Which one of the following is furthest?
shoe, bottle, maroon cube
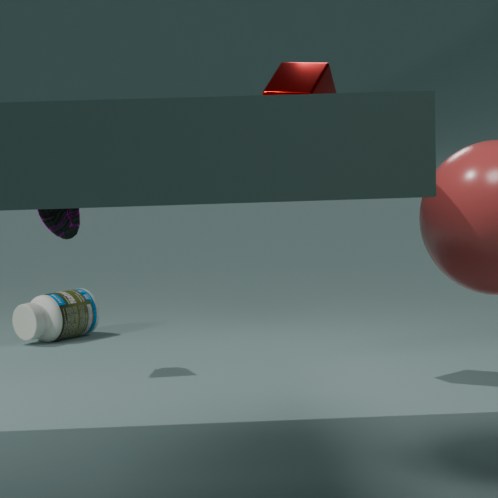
bottle
